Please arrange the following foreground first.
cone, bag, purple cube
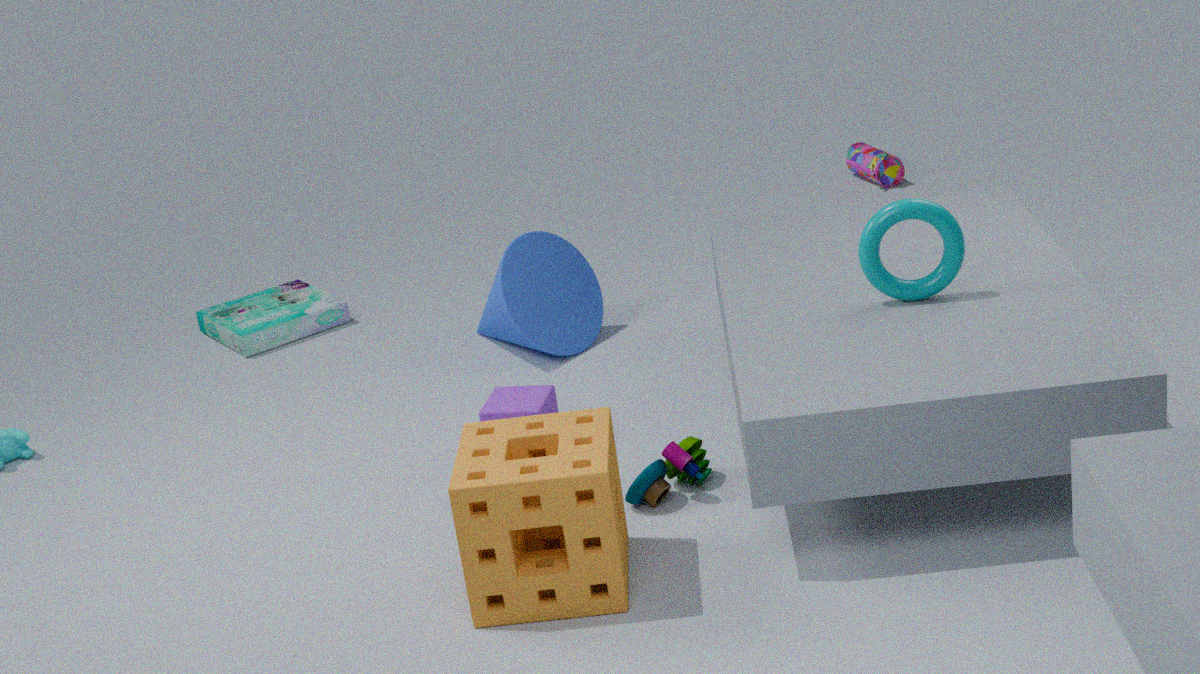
1. purple cube
2. cone
3. bag
